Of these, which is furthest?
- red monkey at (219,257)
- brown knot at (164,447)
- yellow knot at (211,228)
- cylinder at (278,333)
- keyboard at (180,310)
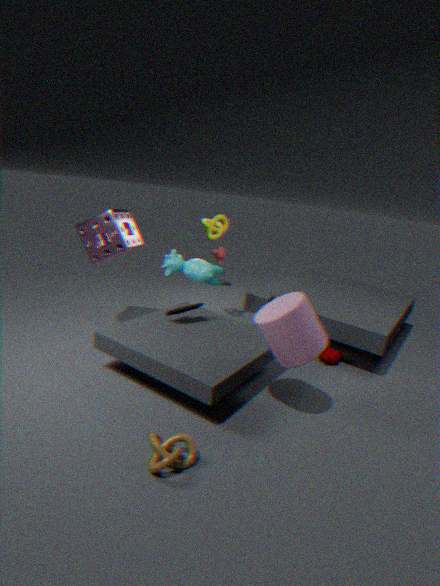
red monkey at (219,257)
